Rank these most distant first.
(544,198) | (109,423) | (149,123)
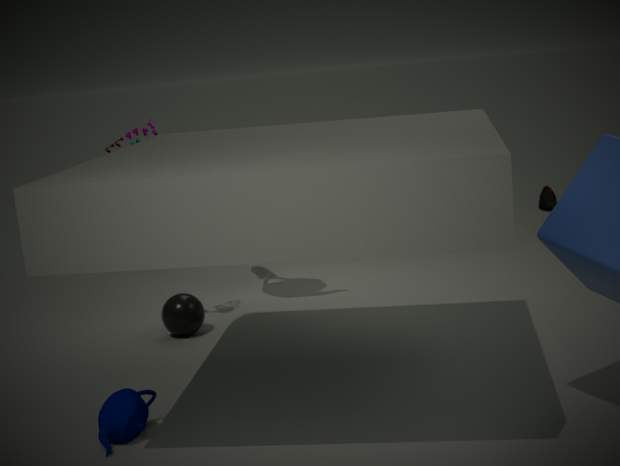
(544,198) → (149,123) → (109,423)
